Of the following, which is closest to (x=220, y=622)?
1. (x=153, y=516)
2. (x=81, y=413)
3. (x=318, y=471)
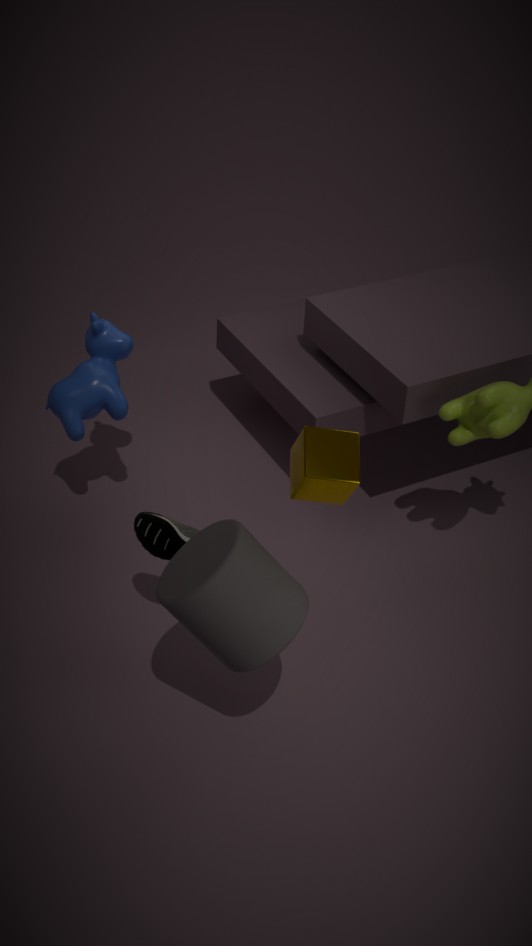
(x=318, y=471)
